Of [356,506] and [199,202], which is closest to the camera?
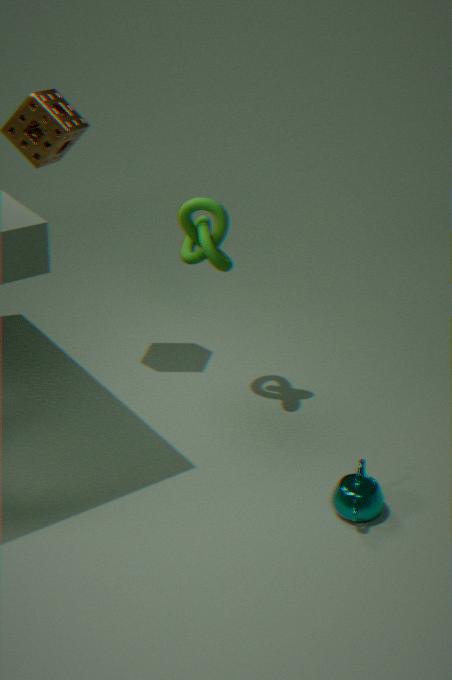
[356,506]
